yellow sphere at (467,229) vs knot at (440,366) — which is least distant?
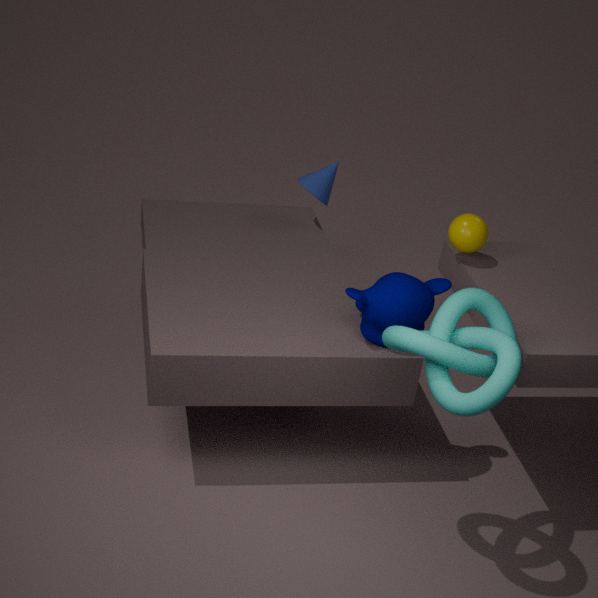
knot at (440,366)
